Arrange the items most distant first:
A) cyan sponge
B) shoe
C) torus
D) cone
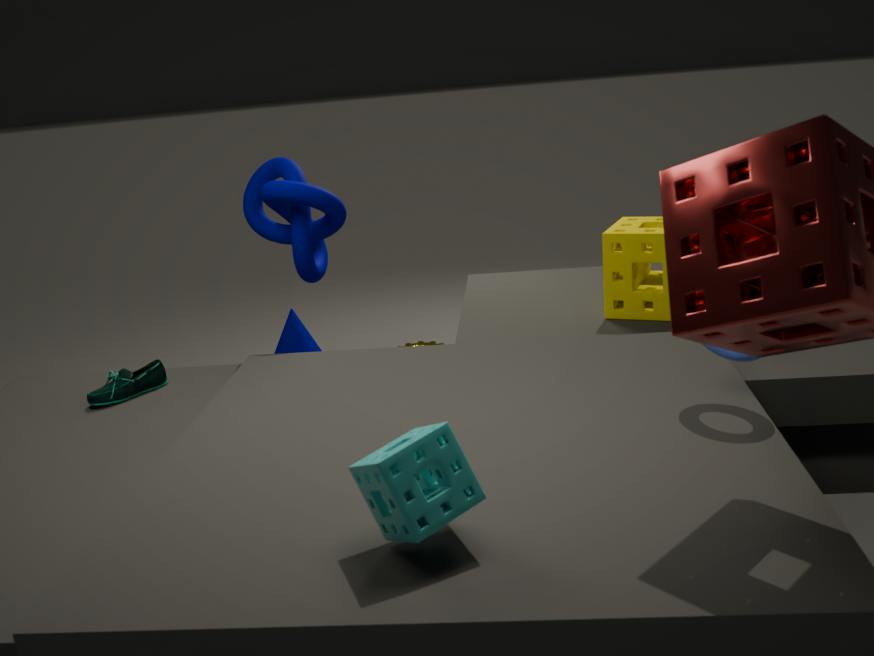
cone
shoe
torus
cyan sponge
